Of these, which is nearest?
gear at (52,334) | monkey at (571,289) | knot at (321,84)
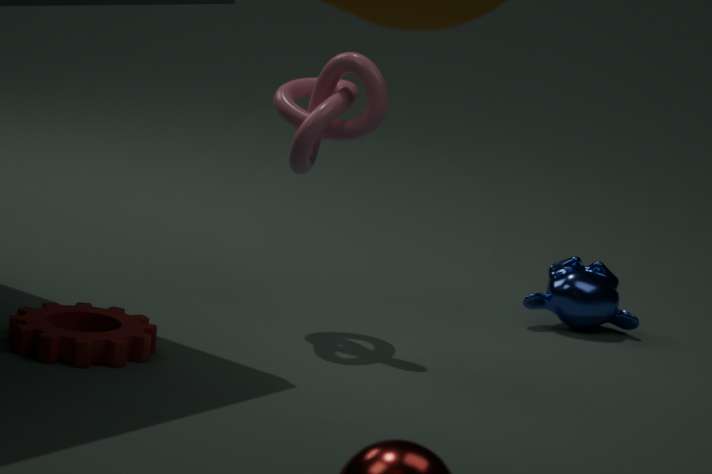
gear at (52,334)
